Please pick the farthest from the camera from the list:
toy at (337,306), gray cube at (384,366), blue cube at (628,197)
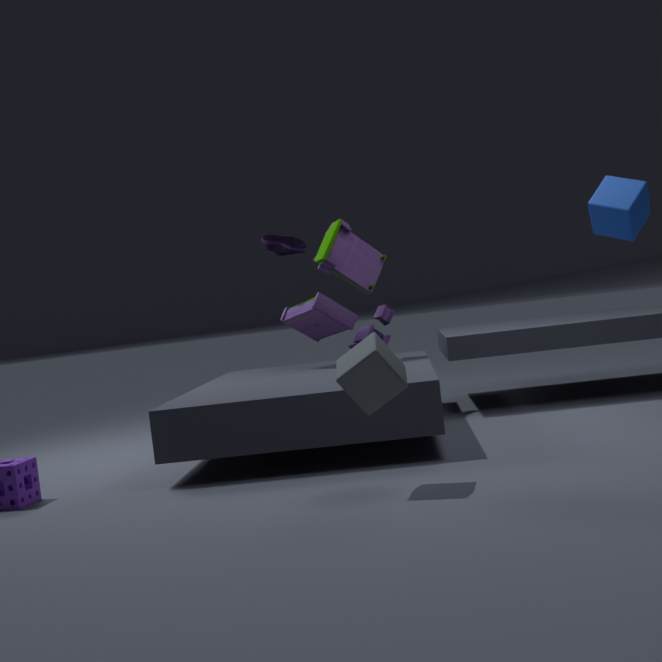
toy at (337,306)
